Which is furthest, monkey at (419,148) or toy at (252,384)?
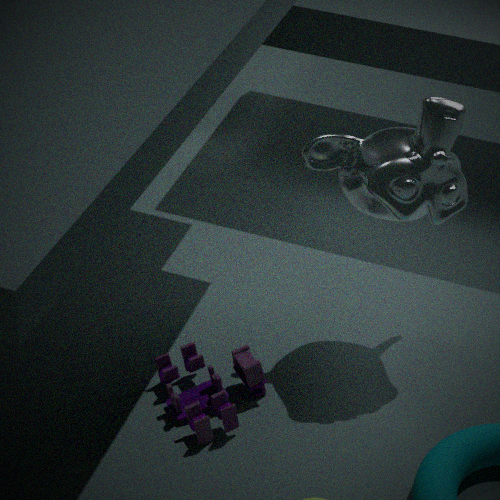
toy at (252,384)
